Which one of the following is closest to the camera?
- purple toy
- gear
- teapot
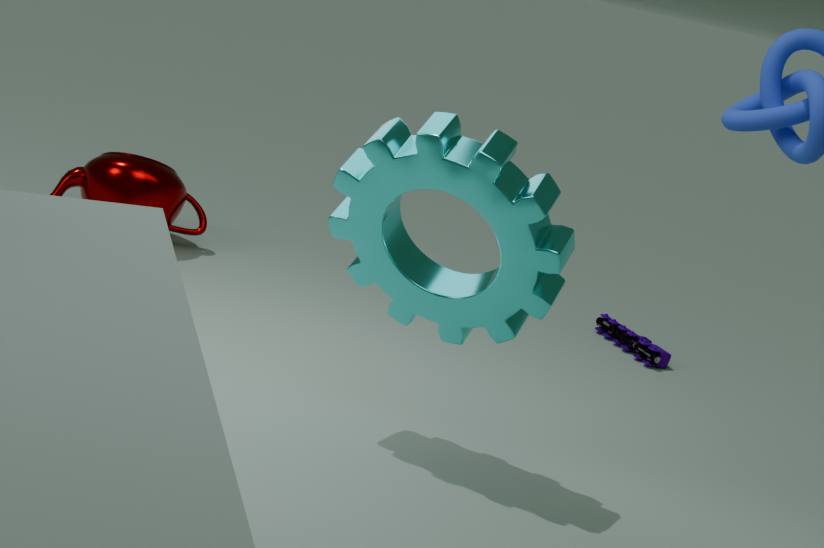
gear
